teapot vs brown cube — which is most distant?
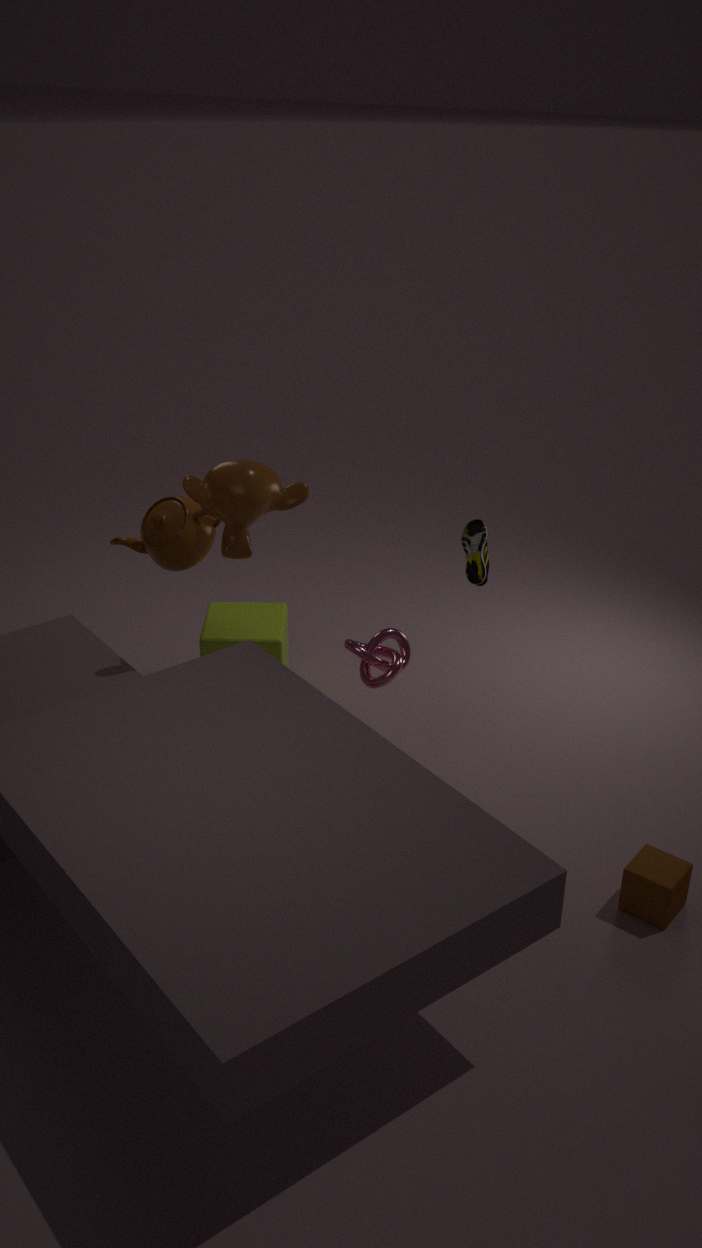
teapot
